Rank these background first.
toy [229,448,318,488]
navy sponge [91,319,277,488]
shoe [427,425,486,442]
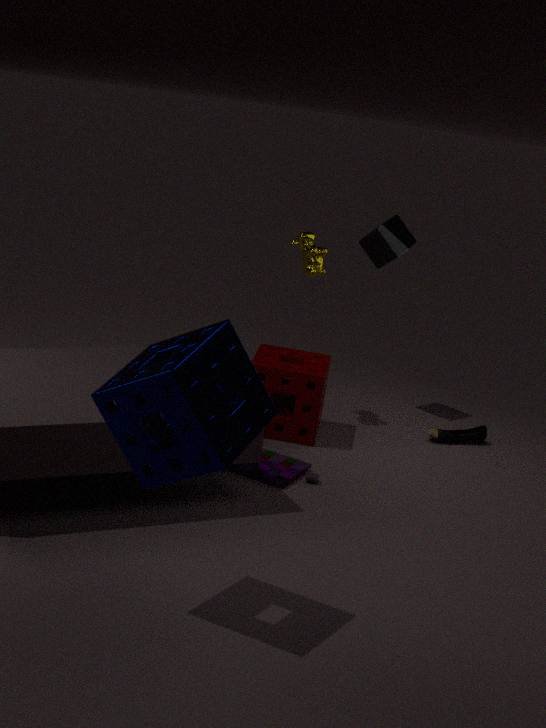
shoe [427,425,486,442], toy [229,448,318,488], navy sponge [91,319,277,488]
